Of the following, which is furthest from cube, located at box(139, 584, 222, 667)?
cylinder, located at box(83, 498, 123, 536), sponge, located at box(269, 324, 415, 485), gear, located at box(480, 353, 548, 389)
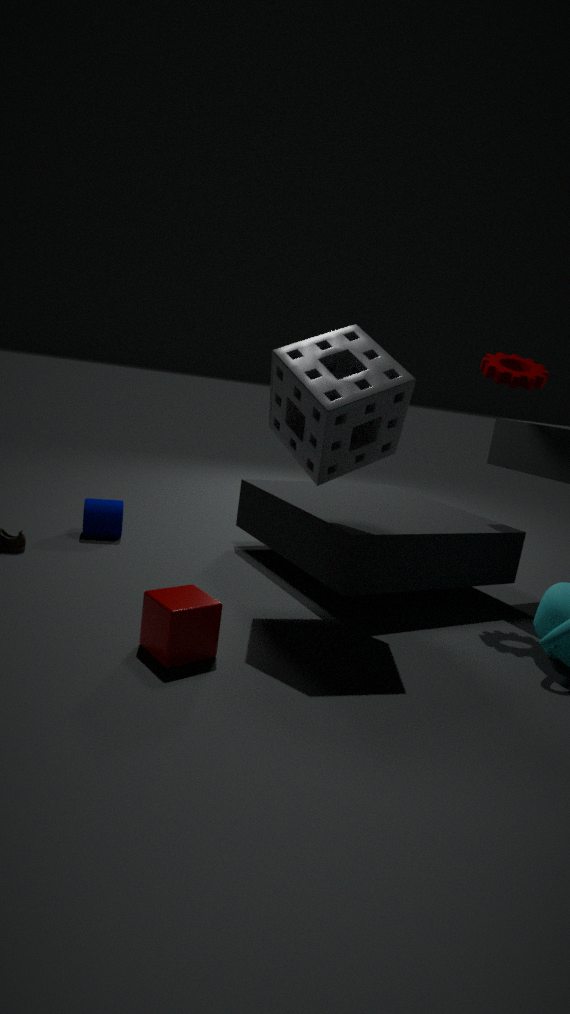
gear, located at box(480, 353, 548, 389)
